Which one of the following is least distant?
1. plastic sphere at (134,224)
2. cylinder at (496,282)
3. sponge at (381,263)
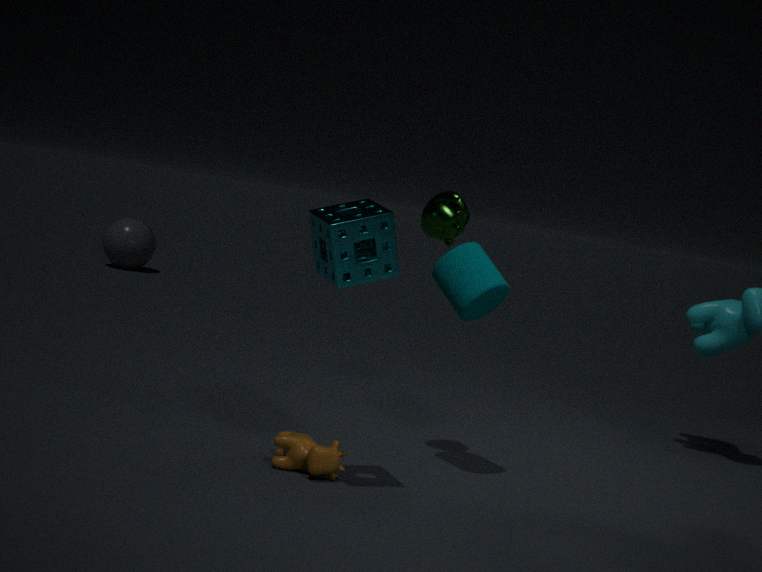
sponge at (381,263)
